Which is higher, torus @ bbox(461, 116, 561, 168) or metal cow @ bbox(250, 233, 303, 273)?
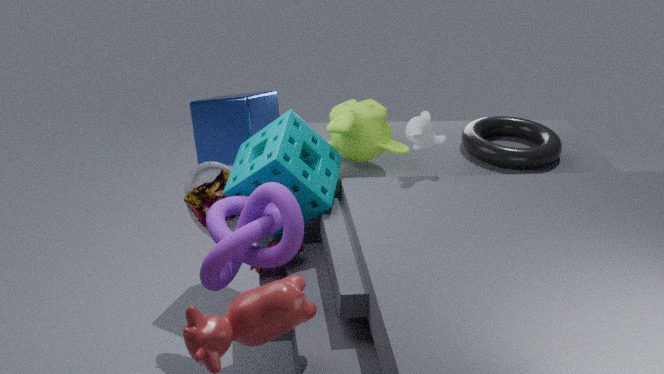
torus @ bbox(461, 116, 561, 168)
